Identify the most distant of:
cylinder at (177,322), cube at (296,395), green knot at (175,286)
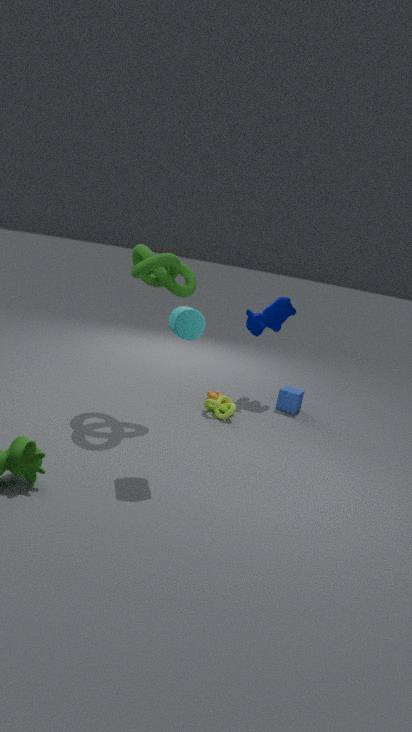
cube at (296,395)
